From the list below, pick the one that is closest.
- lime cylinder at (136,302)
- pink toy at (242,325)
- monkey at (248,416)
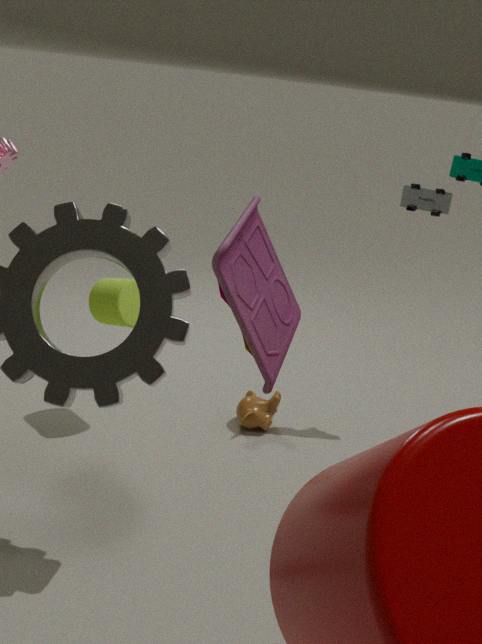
pink toy at (242,325)
